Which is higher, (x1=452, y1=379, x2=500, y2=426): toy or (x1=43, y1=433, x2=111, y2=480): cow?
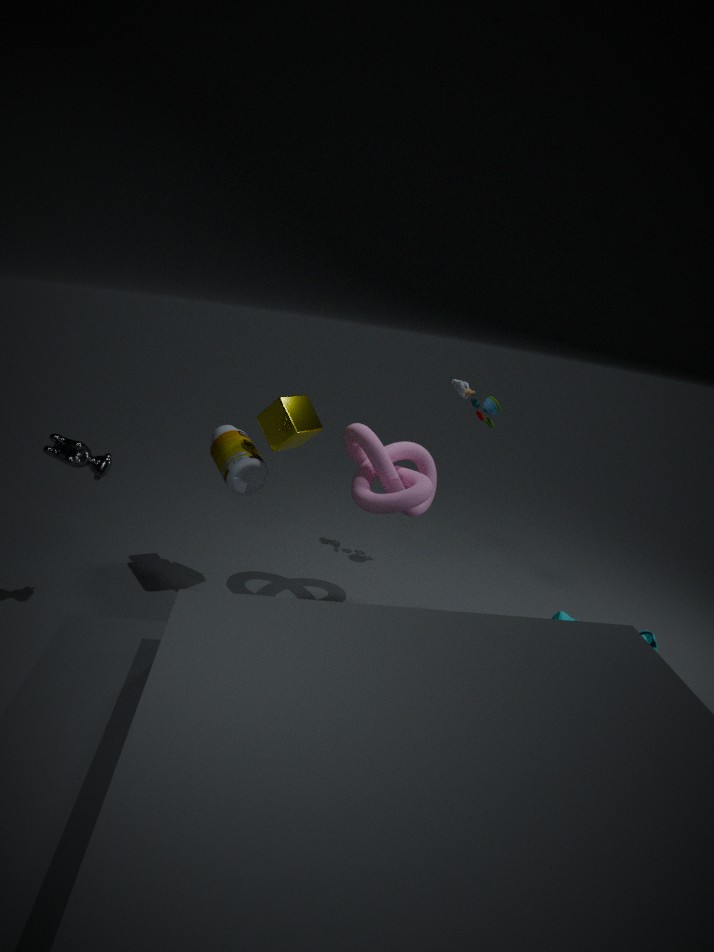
(x1=452, y1=379, x2=500, y2=426): toy
